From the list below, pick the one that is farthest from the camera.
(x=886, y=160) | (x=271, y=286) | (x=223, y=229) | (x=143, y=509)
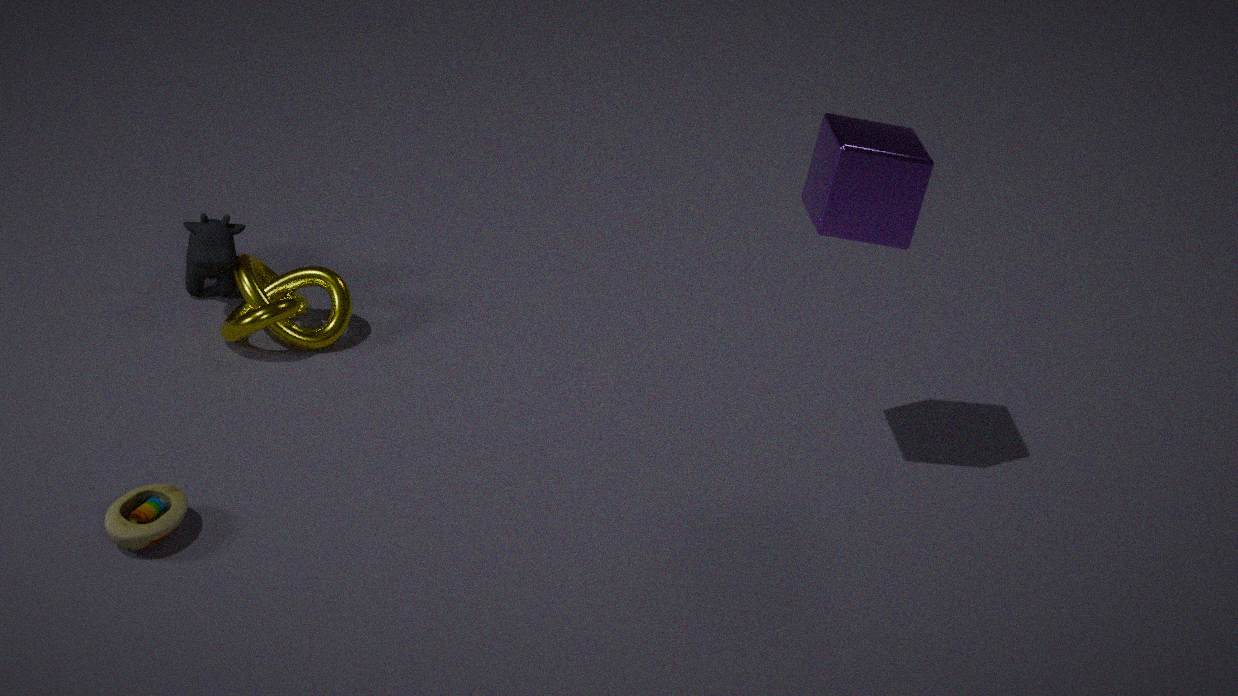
(x=271, y=286)
